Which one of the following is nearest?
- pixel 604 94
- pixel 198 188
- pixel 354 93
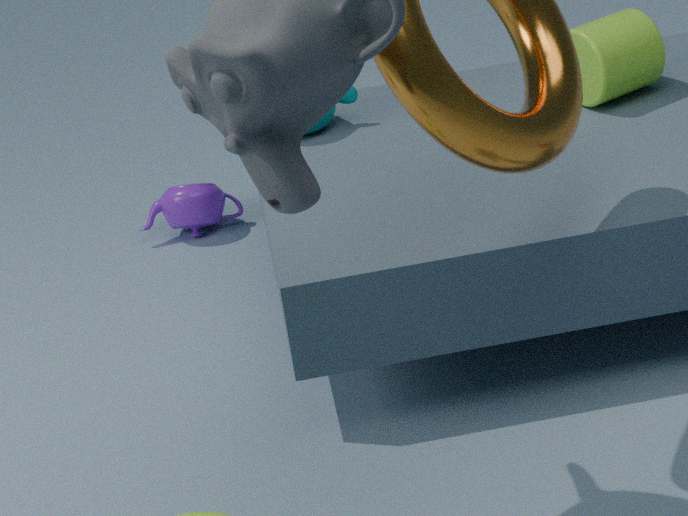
pixel 604 94
